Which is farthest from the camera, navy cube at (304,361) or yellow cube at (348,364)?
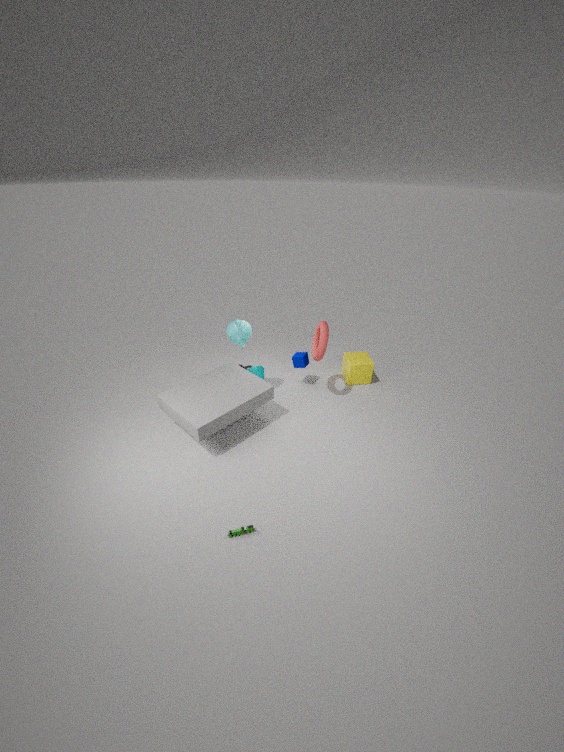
yellow cube at (348,364)
